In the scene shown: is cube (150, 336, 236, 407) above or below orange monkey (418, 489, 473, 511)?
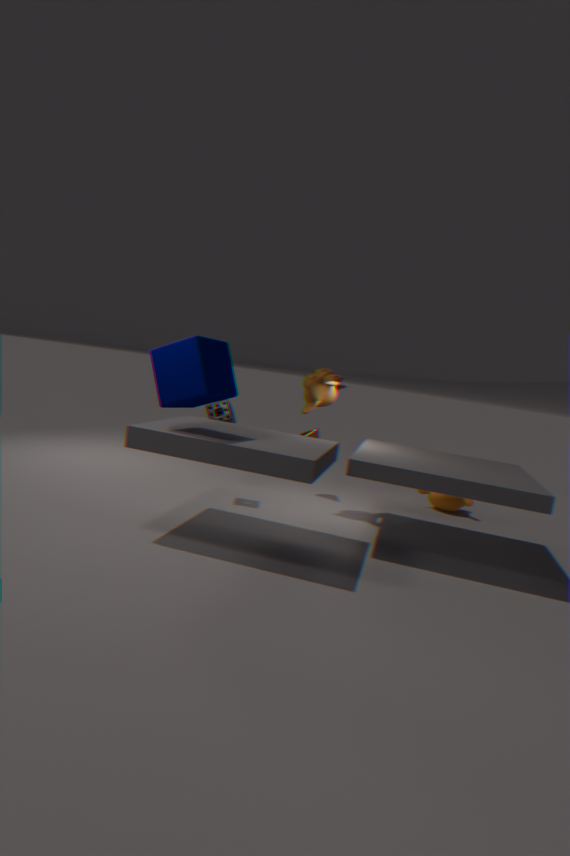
above
